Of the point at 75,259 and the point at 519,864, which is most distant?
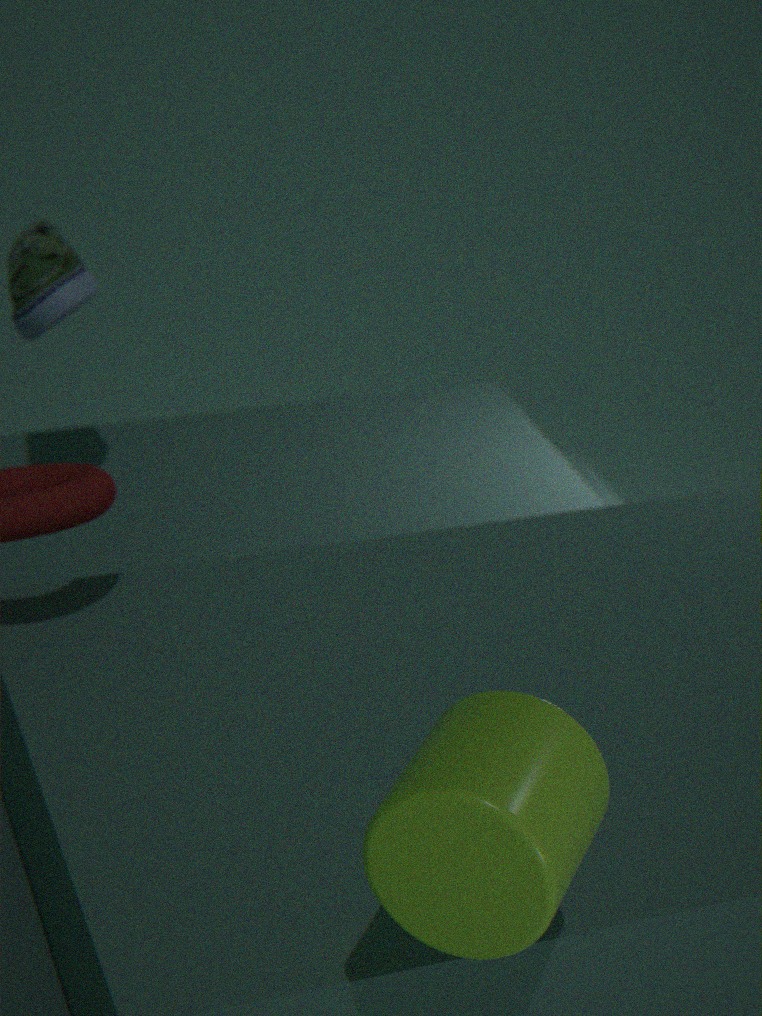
the point at 75,259
